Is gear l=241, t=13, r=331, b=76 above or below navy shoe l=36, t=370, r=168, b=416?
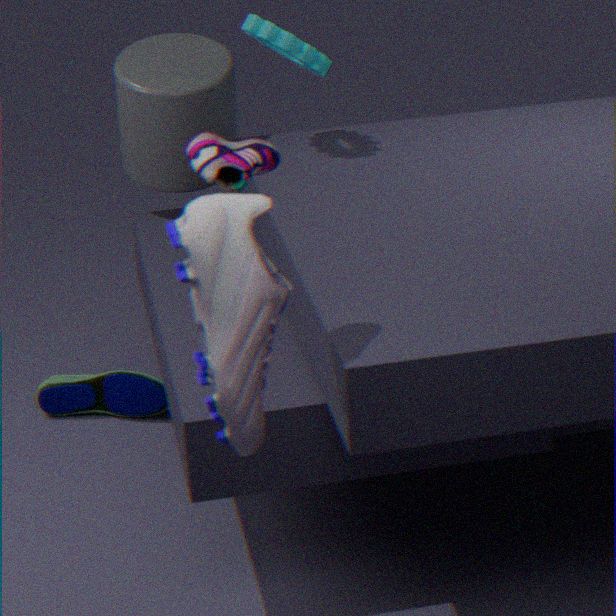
above
